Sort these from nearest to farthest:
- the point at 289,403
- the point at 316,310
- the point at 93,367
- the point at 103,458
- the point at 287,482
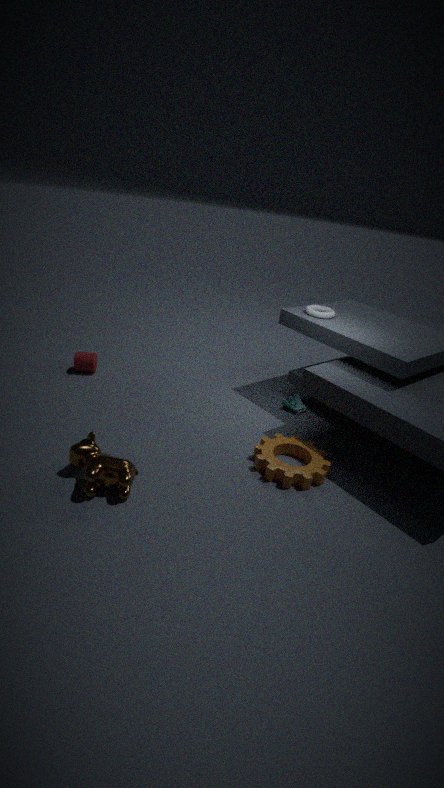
the point at 103,458 < the point at 287,482 < the point at 316,310 < the point at 289,403 < the point at 93,367
